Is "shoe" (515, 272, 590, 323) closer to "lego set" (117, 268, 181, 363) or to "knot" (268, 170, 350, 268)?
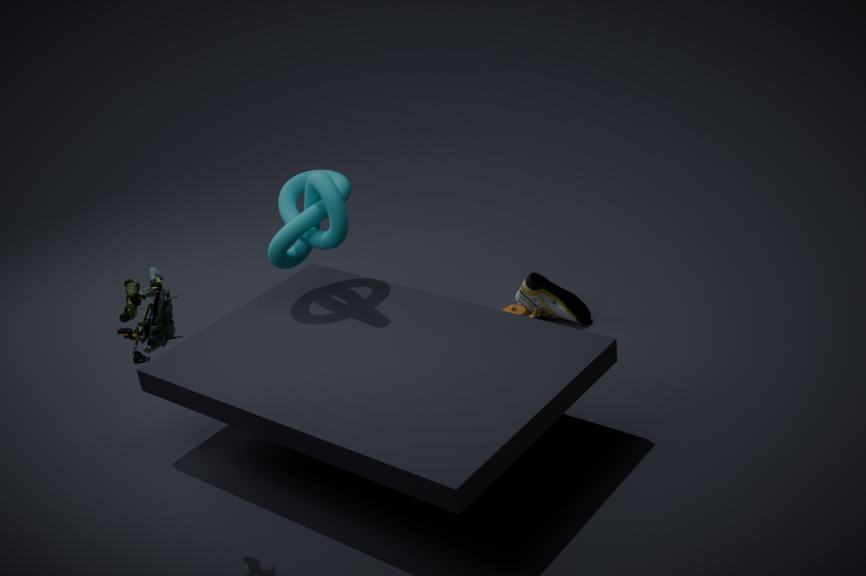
"knot" (268, 170, 350, 268)
